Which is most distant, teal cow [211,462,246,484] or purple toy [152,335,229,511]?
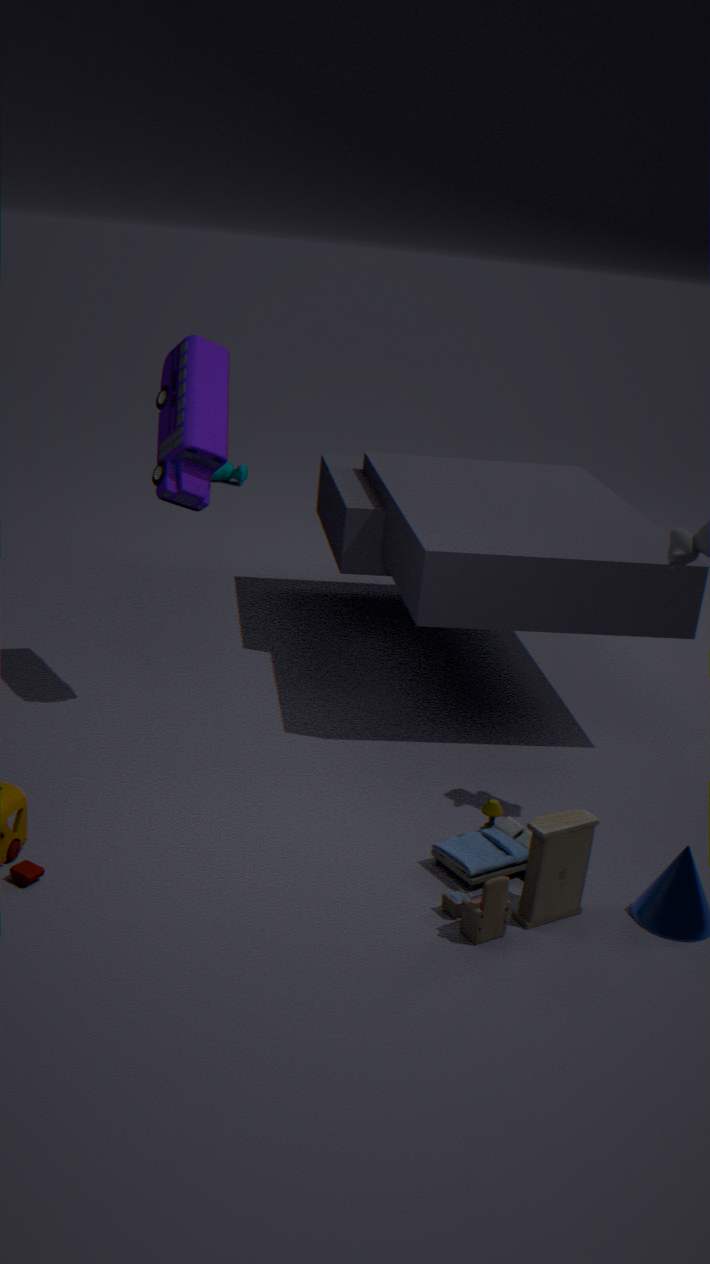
teal cow [211,462,246,484]
